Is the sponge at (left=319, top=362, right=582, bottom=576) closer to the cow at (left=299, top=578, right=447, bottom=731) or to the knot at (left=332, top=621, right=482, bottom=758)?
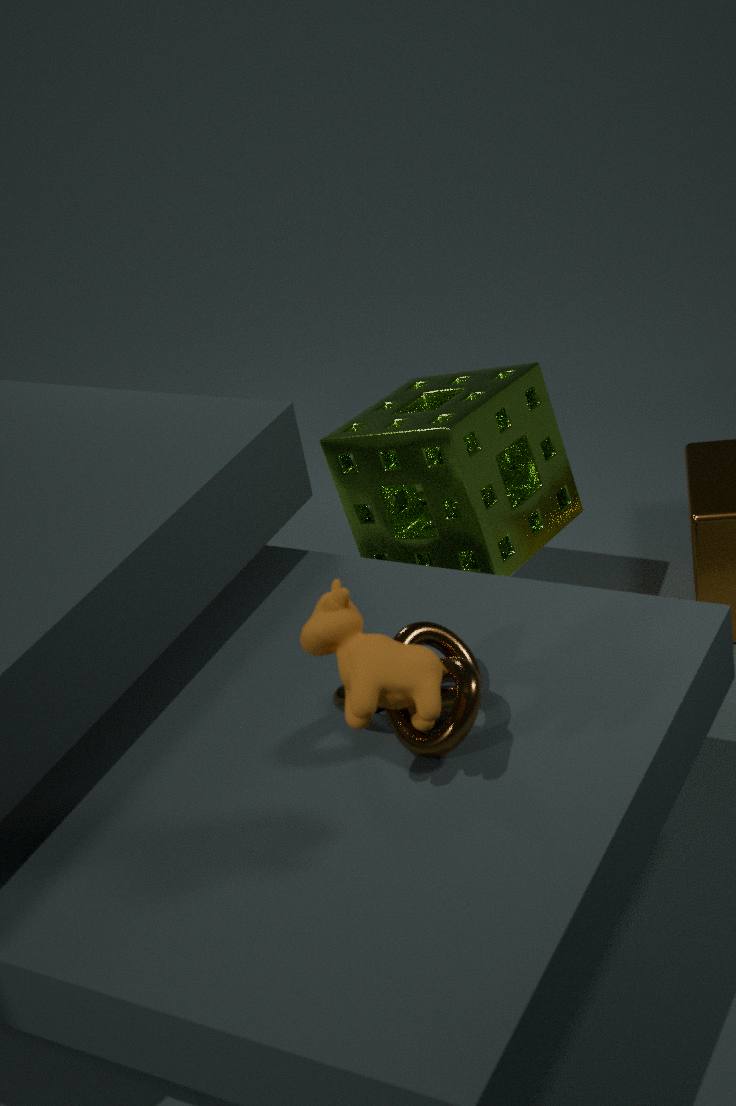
the knot at (left=332, top=621, right=482, bottom=758)
